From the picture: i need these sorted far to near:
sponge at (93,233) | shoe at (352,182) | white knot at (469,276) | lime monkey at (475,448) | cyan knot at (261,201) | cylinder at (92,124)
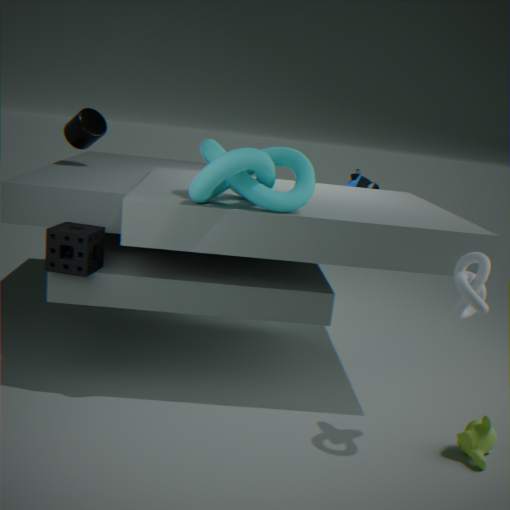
shoe at (352,182), cylinder at (92,124), sponge at (93,233), lime monkey at (475,448), cyan knot at (261,201), white knot at (469,276)
